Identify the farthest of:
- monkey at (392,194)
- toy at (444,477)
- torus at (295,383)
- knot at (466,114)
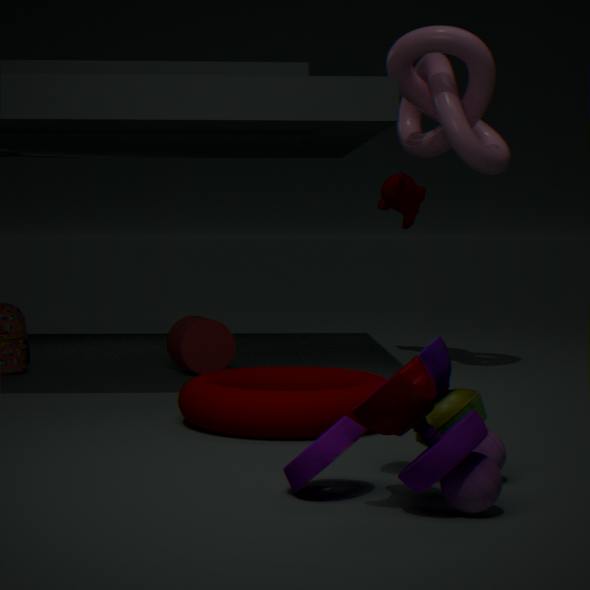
monkey at (392,194)
